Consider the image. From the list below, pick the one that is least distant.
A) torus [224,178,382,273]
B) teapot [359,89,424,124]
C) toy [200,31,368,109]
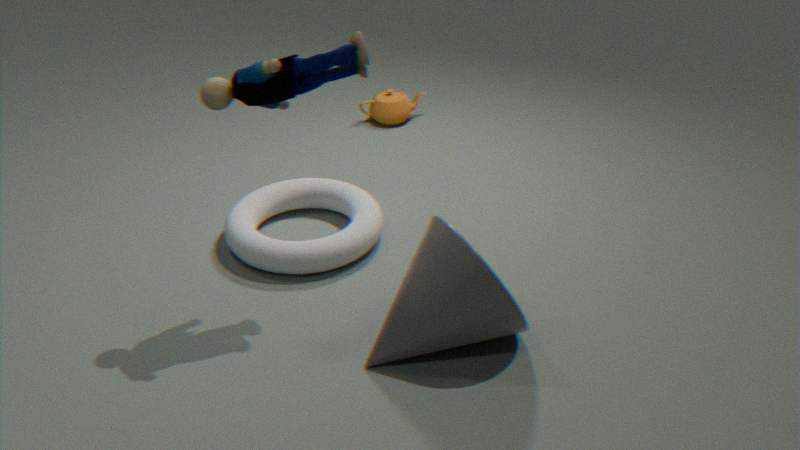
toy [200,31,368,109]
